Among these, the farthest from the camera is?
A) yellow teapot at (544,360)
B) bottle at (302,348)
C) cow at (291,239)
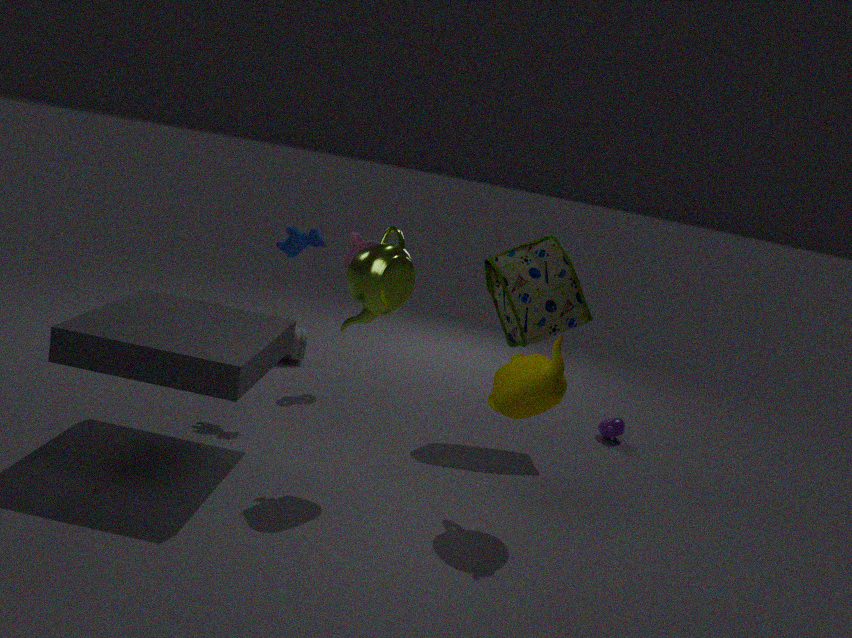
bottle at (302,348)
